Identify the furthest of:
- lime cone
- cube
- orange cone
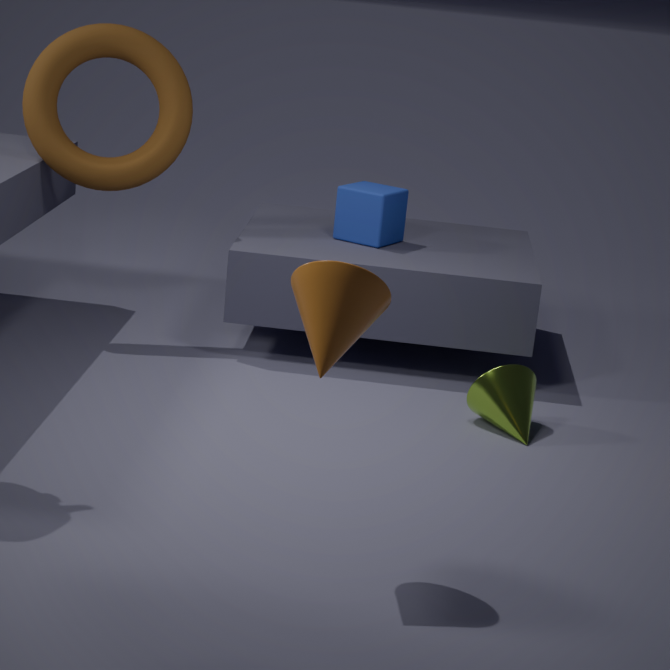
cube
